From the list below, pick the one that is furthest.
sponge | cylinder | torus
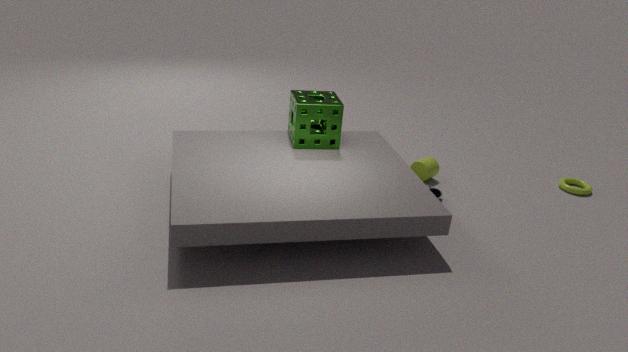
torus
